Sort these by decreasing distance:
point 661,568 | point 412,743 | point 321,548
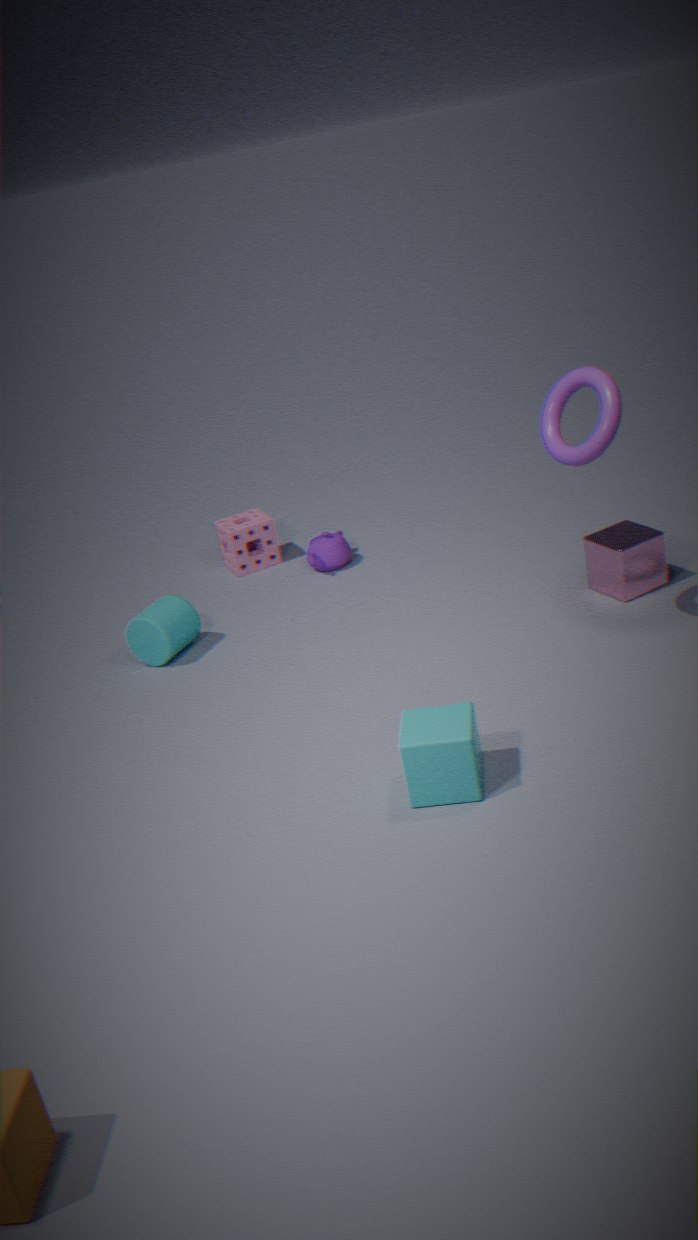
1. point 321,548
2. point 661,568
3. point 412,743
